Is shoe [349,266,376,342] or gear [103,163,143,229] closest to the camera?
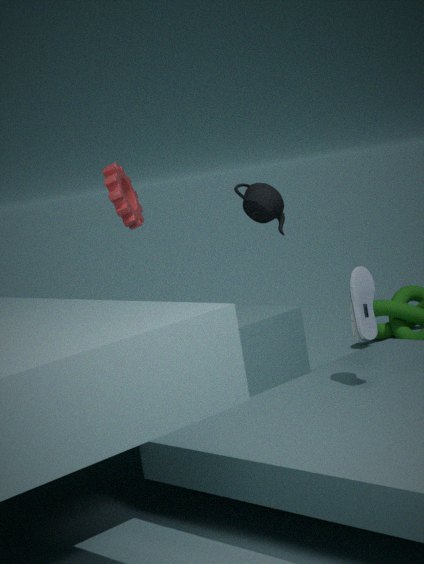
shoe [349,266,376,342]
